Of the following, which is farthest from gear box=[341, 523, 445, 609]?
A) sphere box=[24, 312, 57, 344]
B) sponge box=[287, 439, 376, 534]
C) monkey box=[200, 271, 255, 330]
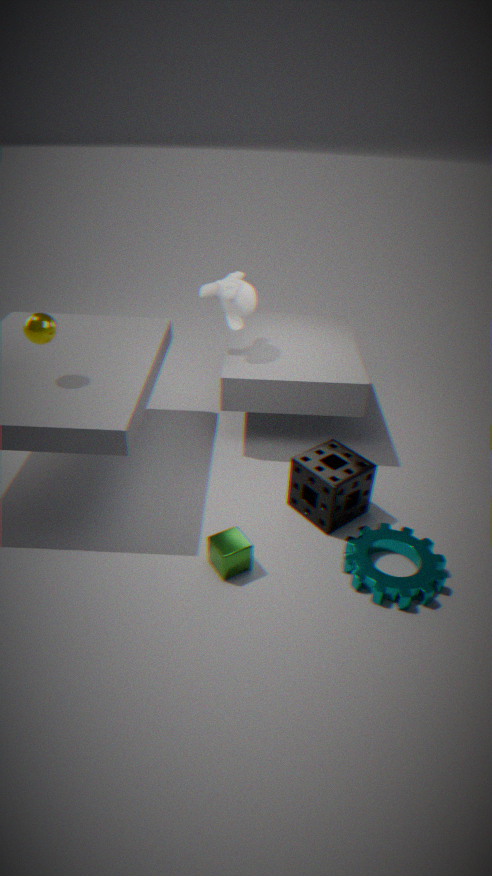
sphere box=[24, 312, 57, 344]
